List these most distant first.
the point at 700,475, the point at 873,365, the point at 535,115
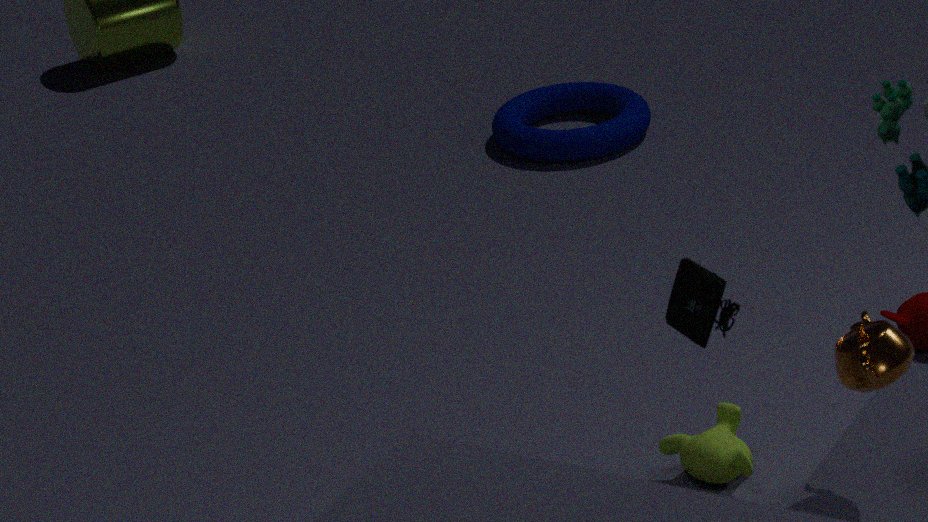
the point at 535,115 < the point at 700,475 < the point at 873,365
